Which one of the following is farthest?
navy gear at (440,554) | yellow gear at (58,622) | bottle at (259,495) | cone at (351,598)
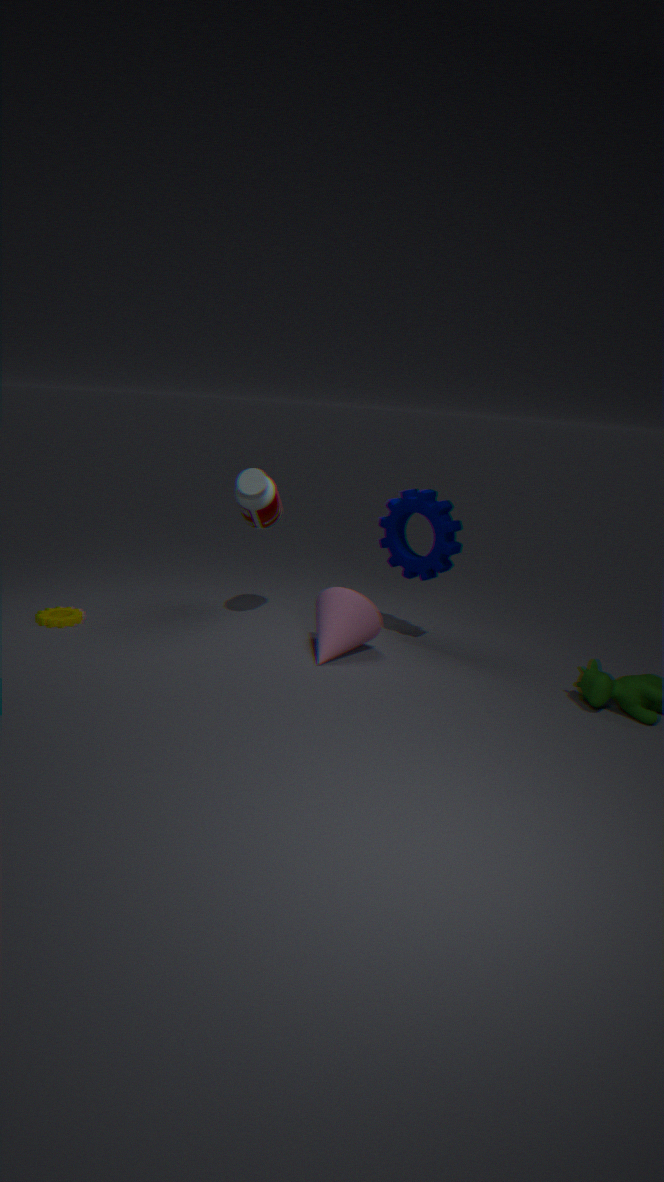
yellow gear at (58,622)
